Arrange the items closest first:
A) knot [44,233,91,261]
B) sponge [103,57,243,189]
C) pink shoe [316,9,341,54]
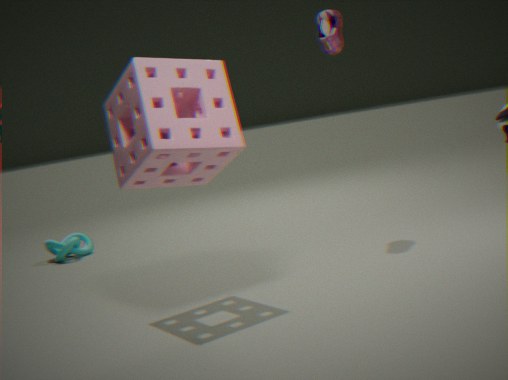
sponge [103,57,243,189], pink shoe [316,9,341,54], knot [44,233,91,261]
